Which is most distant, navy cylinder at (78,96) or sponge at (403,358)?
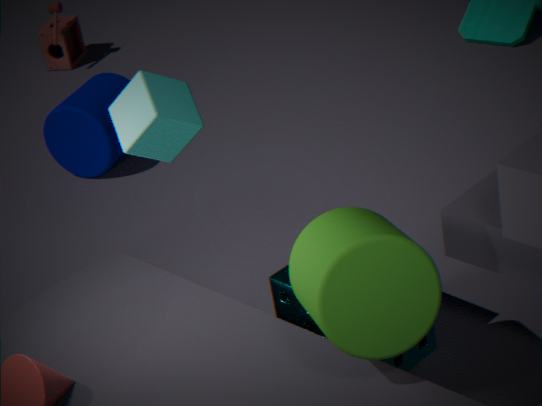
navy cylinder at (78,96)
